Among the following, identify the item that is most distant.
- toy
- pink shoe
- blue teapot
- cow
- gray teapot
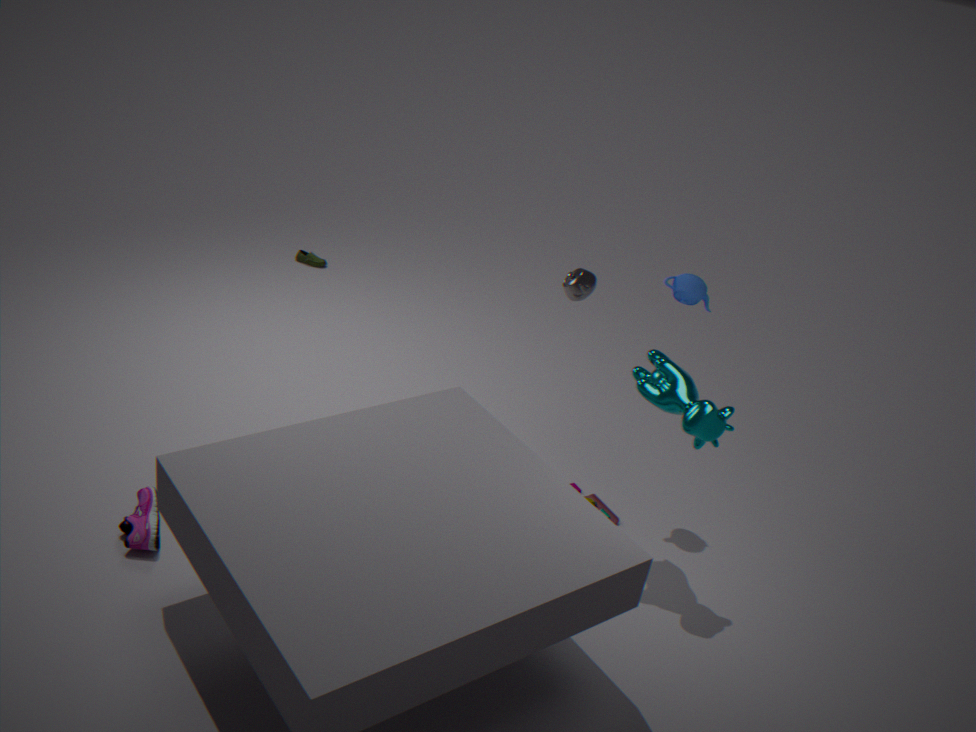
toy
